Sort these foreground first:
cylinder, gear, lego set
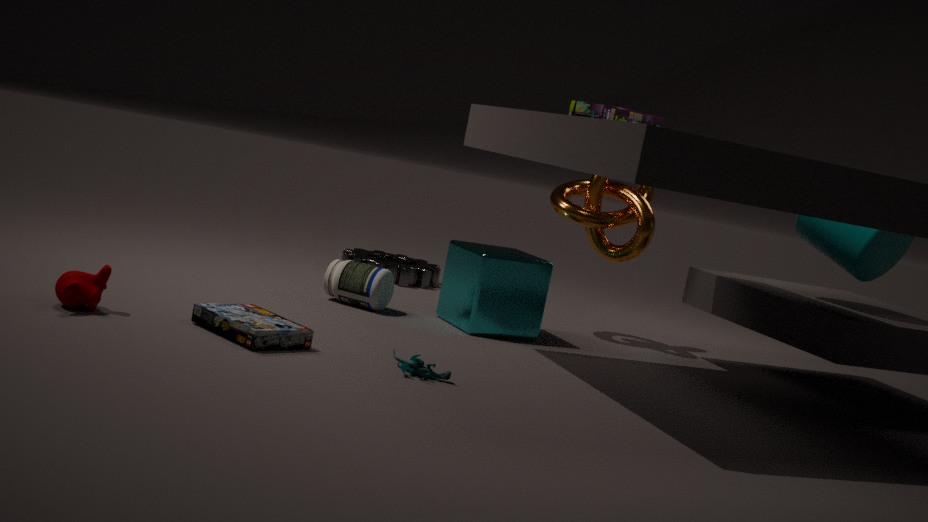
lego set → cylinder → gear
